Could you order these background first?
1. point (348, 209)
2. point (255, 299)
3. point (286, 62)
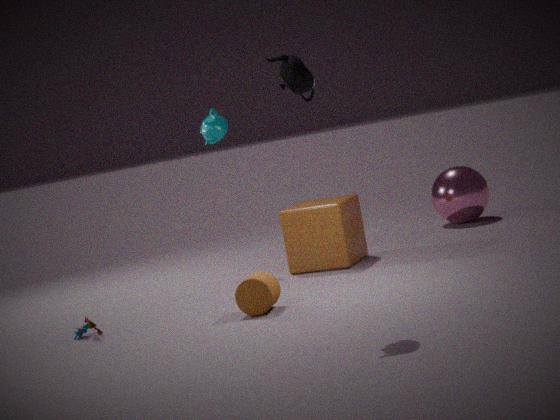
point (348, 209)
point (255, 299)
point (286, 62)
